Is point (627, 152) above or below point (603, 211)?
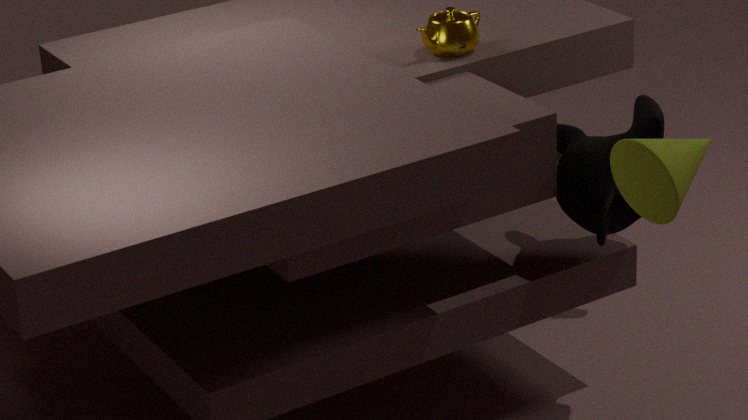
above
